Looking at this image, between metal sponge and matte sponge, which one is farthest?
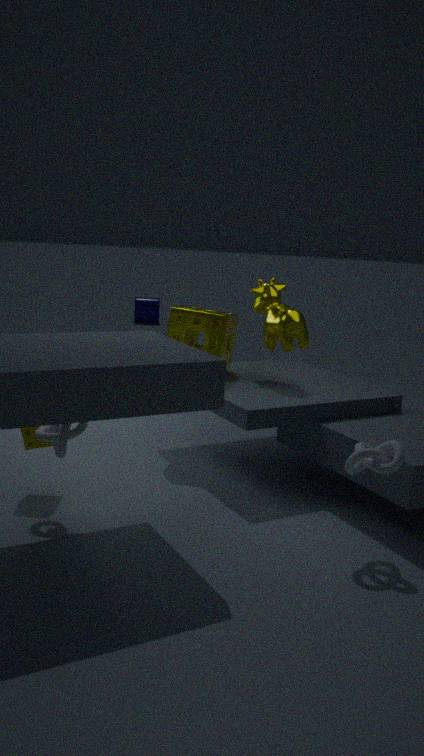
metal sponge
